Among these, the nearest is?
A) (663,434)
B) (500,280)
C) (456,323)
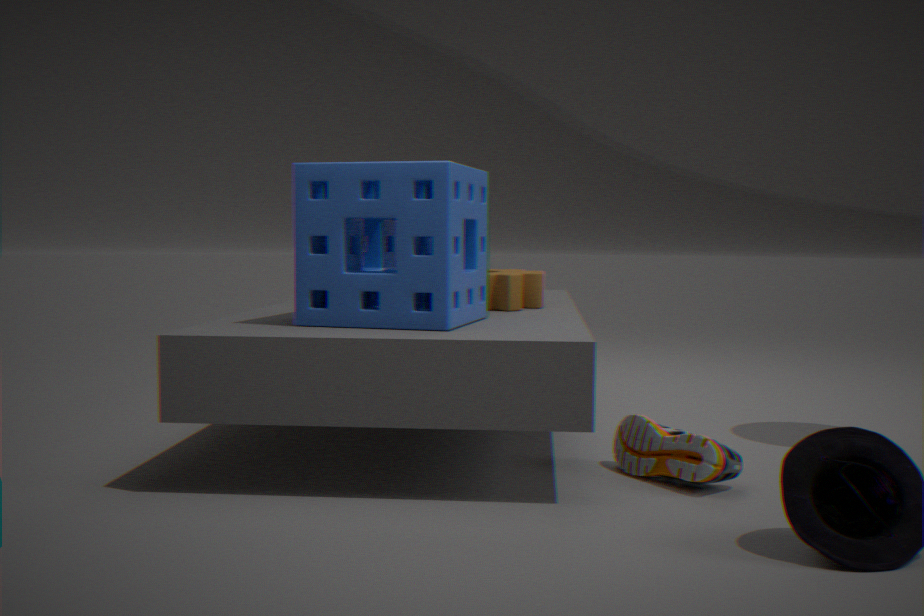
(663,434)
